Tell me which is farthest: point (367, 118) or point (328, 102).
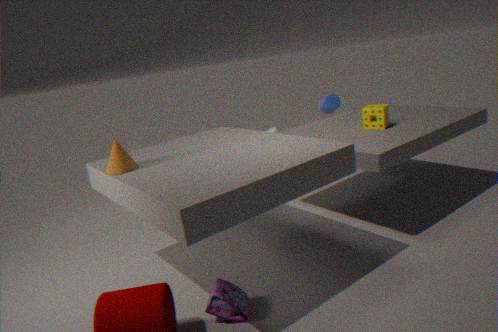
point (328, 102)
